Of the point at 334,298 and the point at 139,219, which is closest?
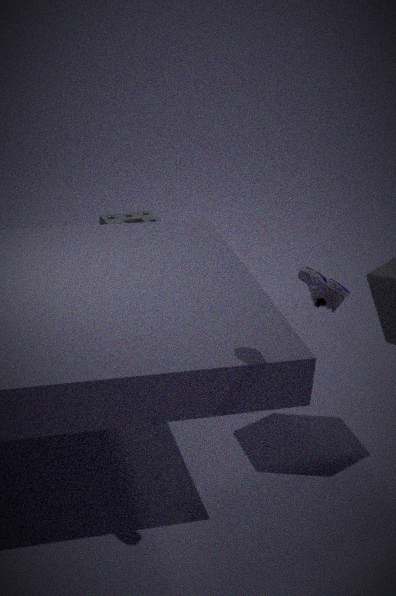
the point at 334,298
